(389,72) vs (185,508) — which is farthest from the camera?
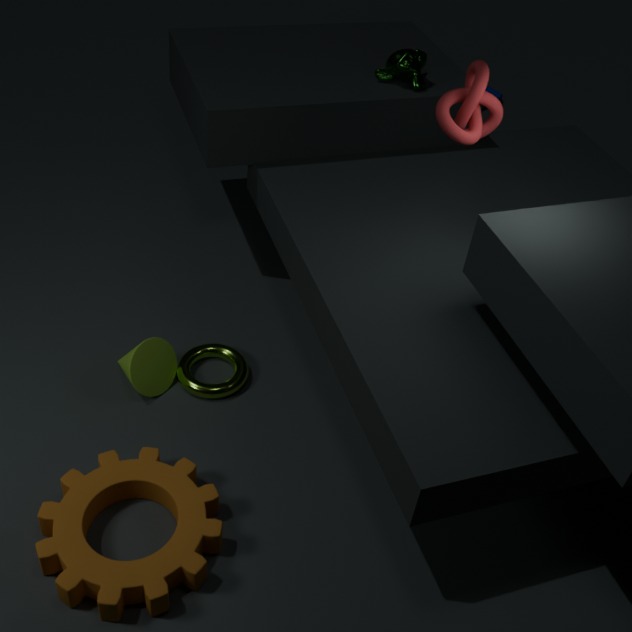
(389,72)
